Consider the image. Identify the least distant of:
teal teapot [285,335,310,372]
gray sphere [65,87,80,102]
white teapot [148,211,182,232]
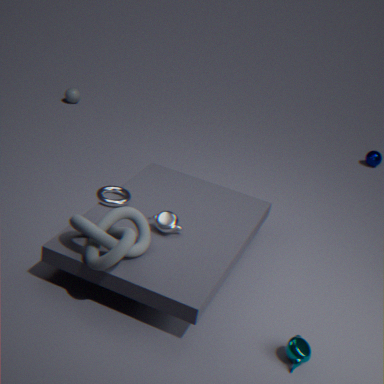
teal teapot [285,335,310,372]
